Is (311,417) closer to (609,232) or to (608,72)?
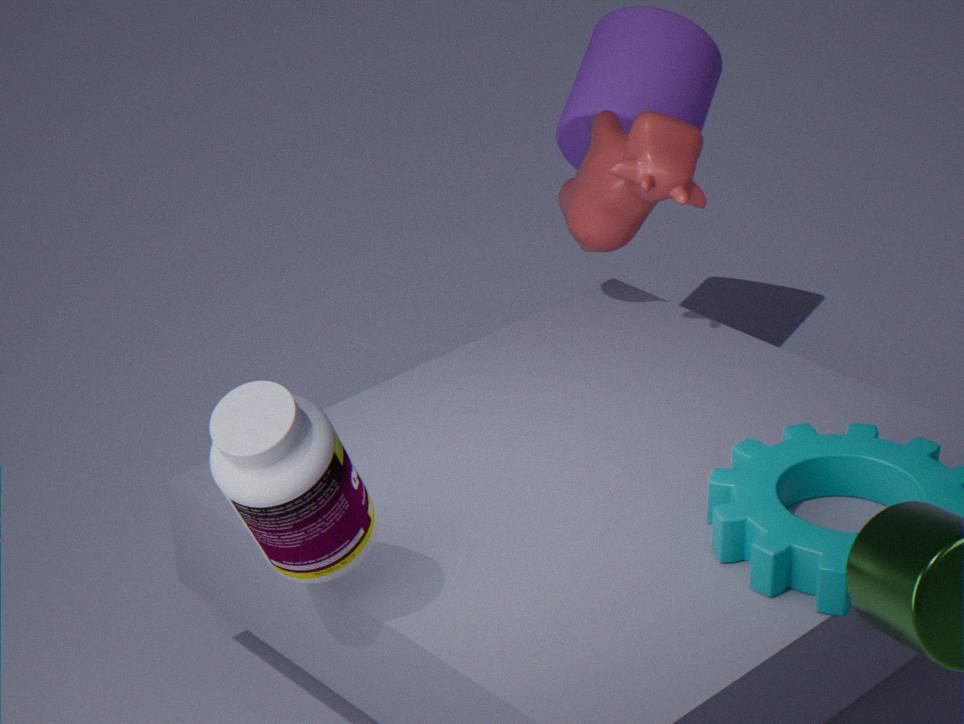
(609,232)
